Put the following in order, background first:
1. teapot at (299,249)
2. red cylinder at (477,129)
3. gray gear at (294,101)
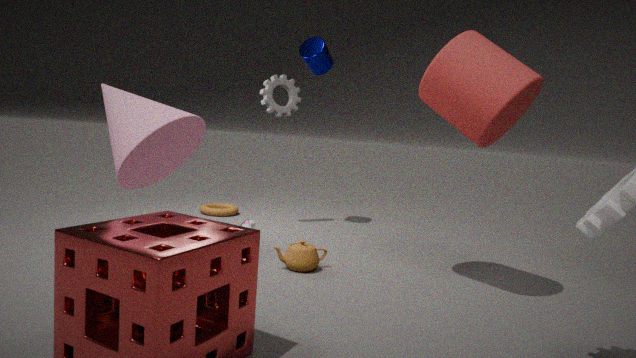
gray gear at (294,101) < teapot at (299,249) < red cylinder at (477,129)
